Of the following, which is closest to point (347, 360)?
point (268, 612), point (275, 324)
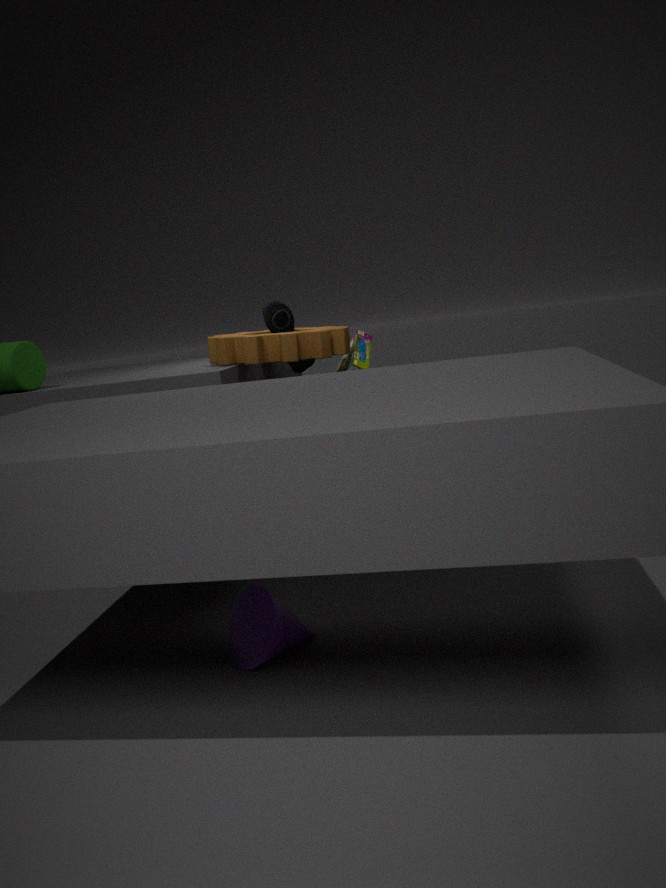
point (275, 324)
